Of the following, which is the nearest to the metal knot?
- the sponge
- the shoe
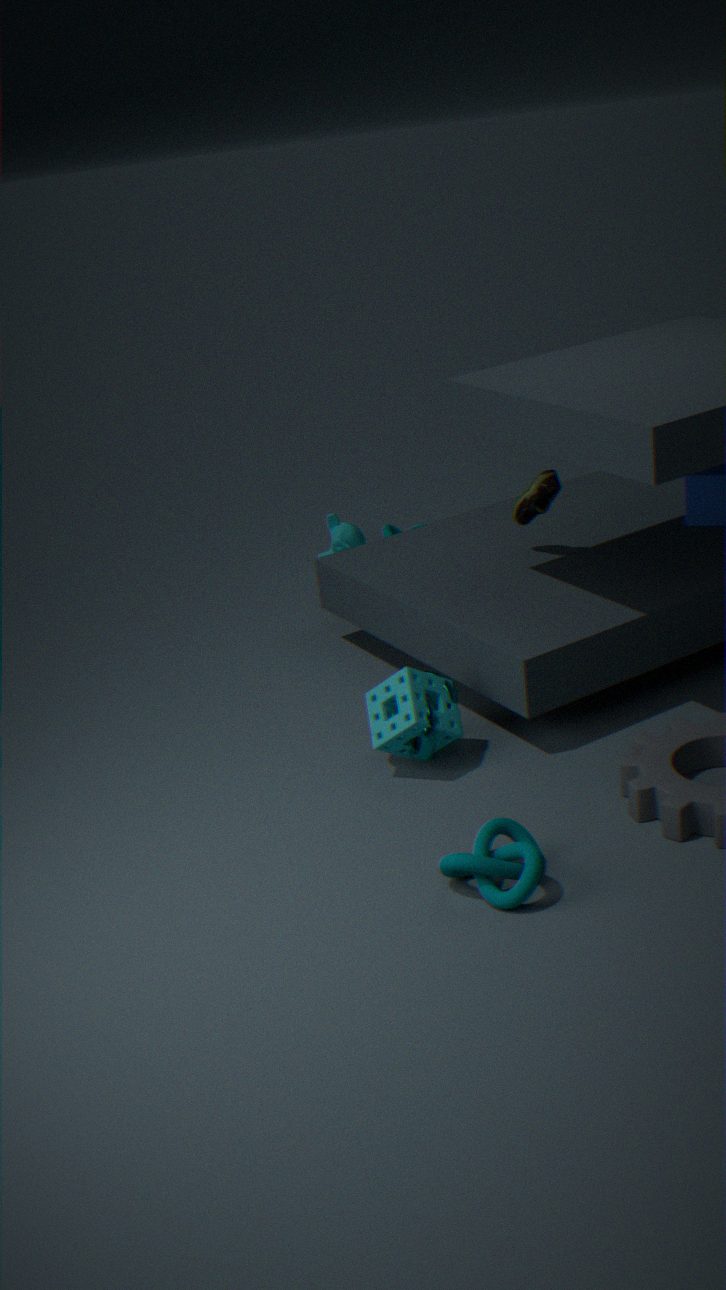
the sponge
